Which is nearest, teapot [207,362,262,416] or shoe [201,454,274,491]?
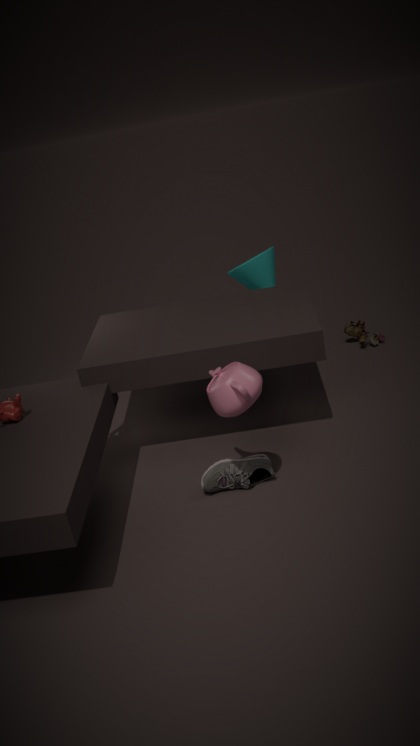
teapot [207,362,262,416]
